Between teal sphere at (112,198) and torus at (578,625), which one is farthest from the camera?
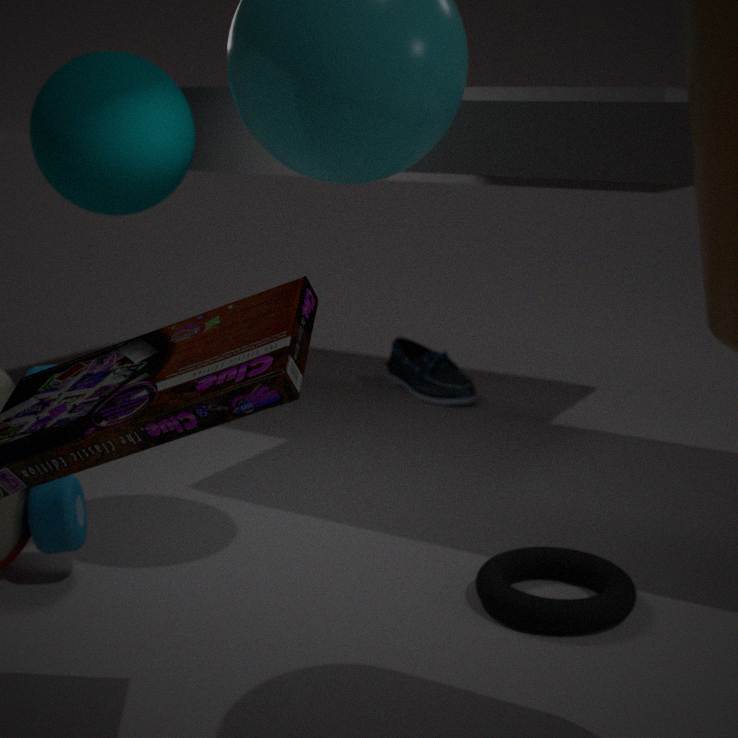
teal sphere at (112,198)
